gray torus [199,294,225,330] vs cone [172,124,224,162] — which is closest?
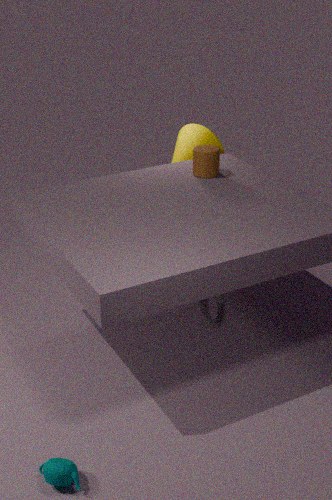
gray torus [199,294,225,330]
